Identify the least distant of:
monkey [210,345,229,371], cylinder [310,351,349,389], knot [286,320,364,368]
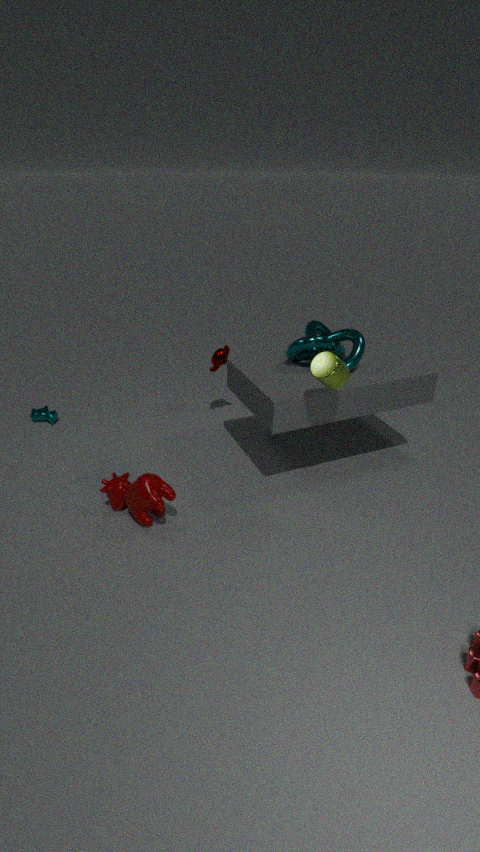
cylinder [310,351,349,389]
